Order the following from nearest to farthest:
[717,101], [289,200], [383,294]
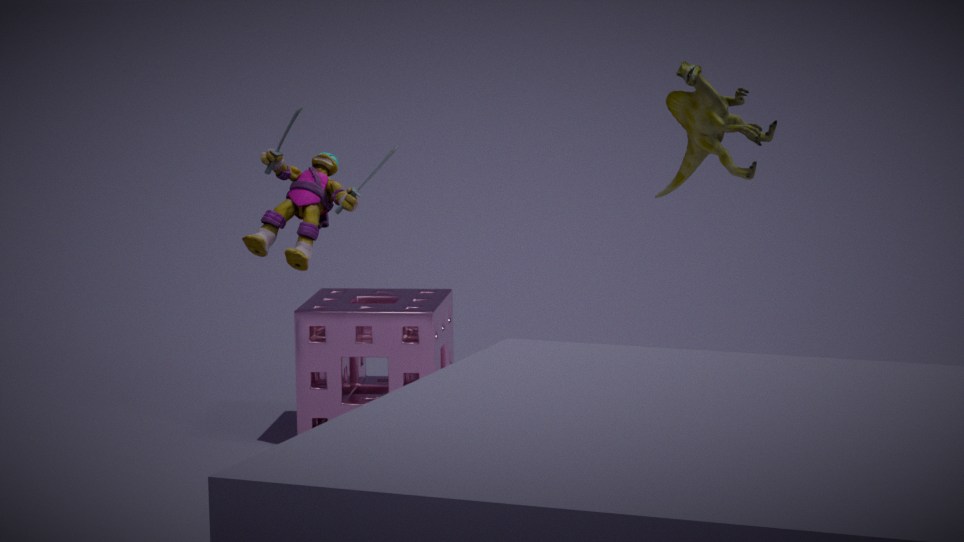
[289,200]
[717,101]
[383,294]
